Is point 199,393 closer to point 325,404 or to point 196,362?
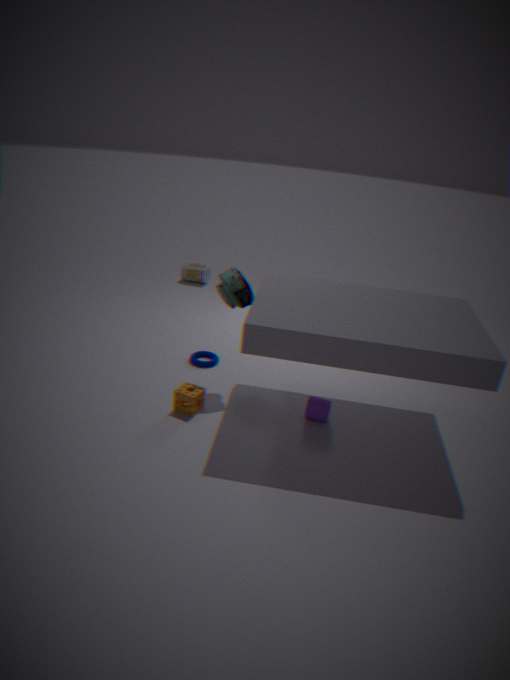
point 196,362
